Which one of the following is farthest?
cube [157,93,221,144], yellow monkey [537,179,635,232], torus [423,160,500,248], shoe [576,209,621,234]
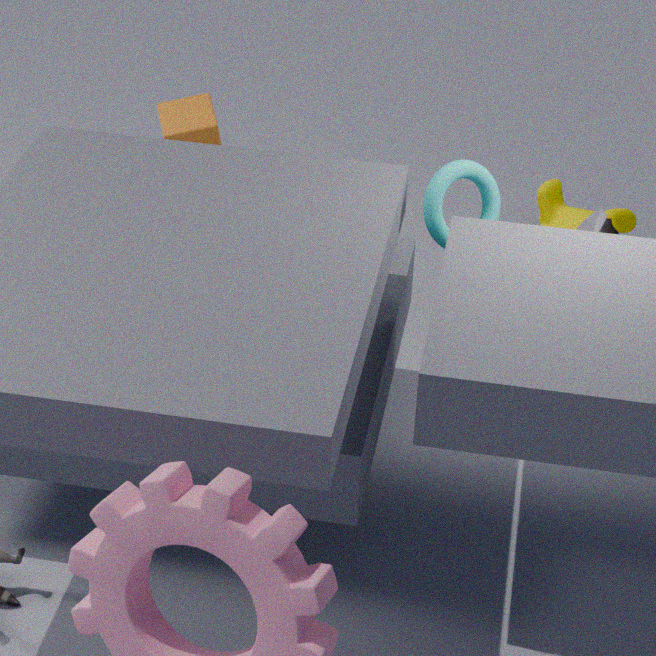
yellow monkey [537,179,635,232]
